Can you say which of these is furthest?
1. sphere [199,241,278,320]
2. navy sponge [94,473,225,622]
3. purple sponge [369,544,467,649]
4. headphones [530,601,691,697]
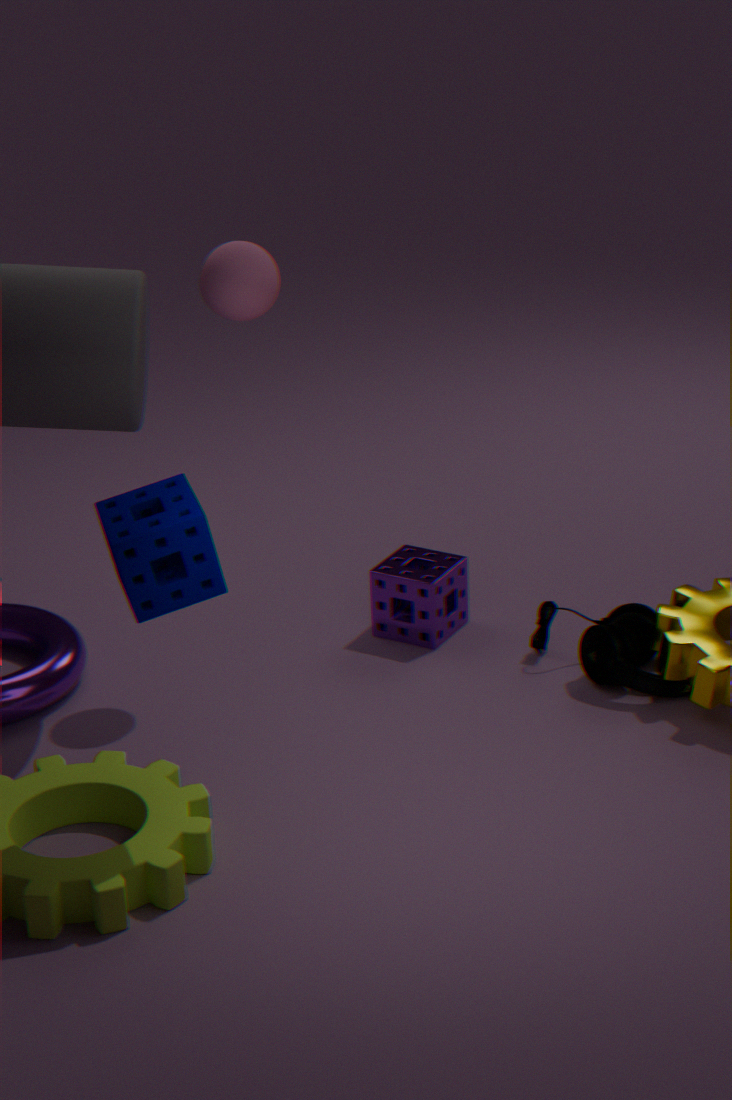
purple sponge [369,544,467,649]
